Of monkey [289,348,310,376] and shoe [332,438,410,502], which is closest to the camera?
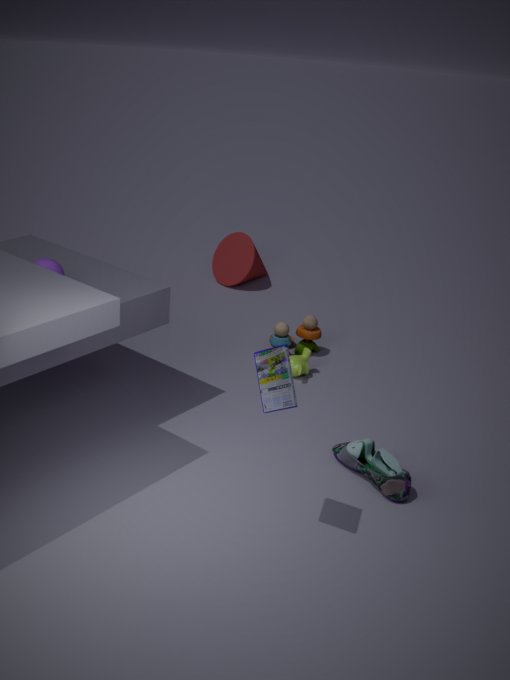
shoe [332,438,410,502]
